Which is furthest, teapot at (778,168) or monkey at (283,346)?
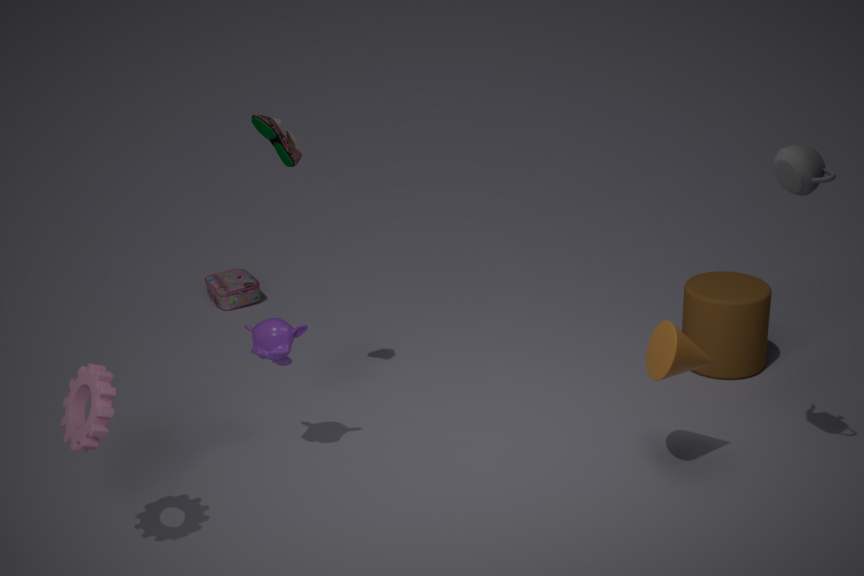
monkey at (283,346)
